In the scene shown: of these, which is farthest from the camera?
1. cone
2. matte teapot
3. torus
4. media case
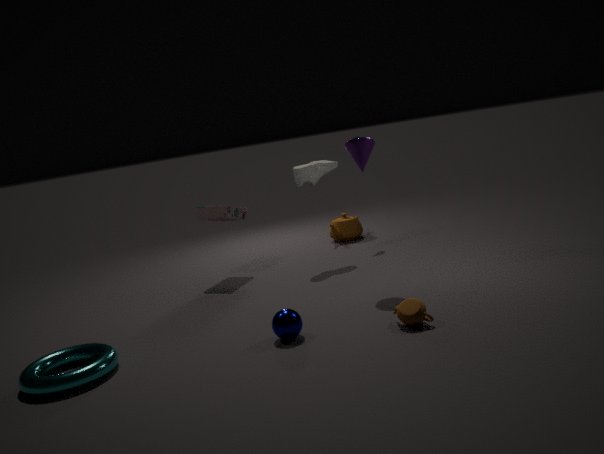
matte teapot
